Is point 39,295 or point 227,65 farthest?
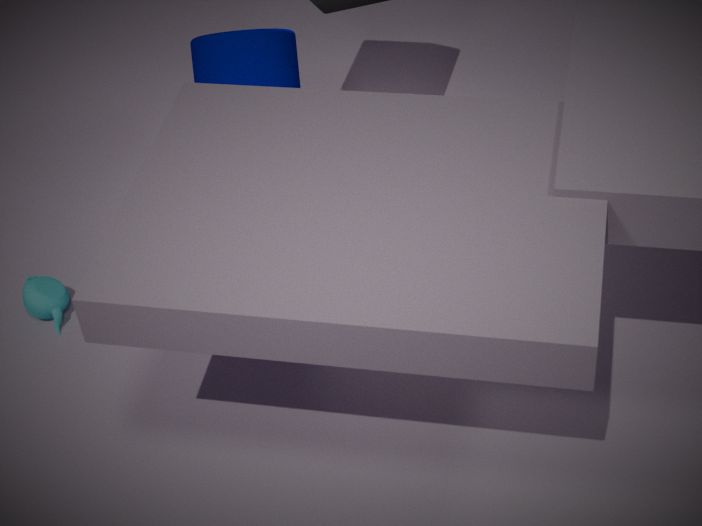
point 39,295
